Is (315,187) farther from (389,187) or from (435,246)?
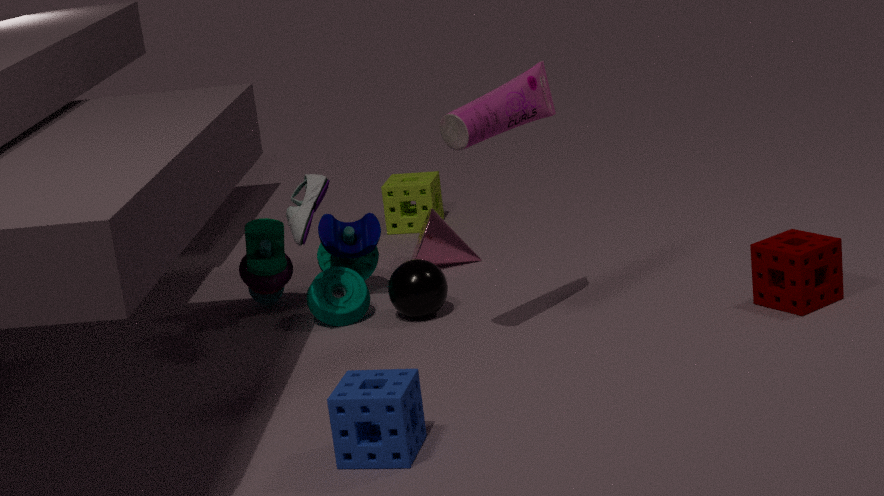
(389,187)
